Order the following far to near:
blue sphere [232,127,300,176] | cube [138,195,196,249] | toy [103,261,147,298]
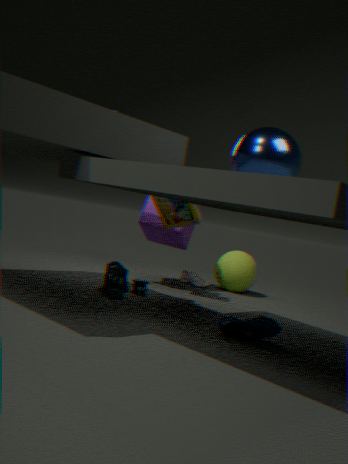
cube [138,195,196,249], toy [103,261,147,298], blue sphere [232,127,300,176]
